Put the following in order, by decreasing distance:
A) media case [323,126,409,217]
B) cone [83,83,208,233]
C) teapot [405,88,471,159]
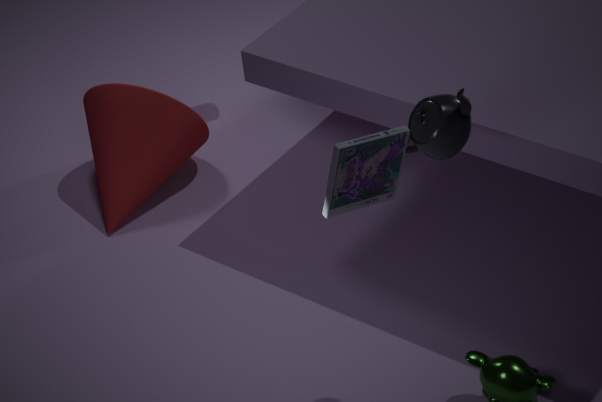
1. cone [83,83,208,233]
2. teapot [405,88,471,159]
3. media case [323,126,409,217]
